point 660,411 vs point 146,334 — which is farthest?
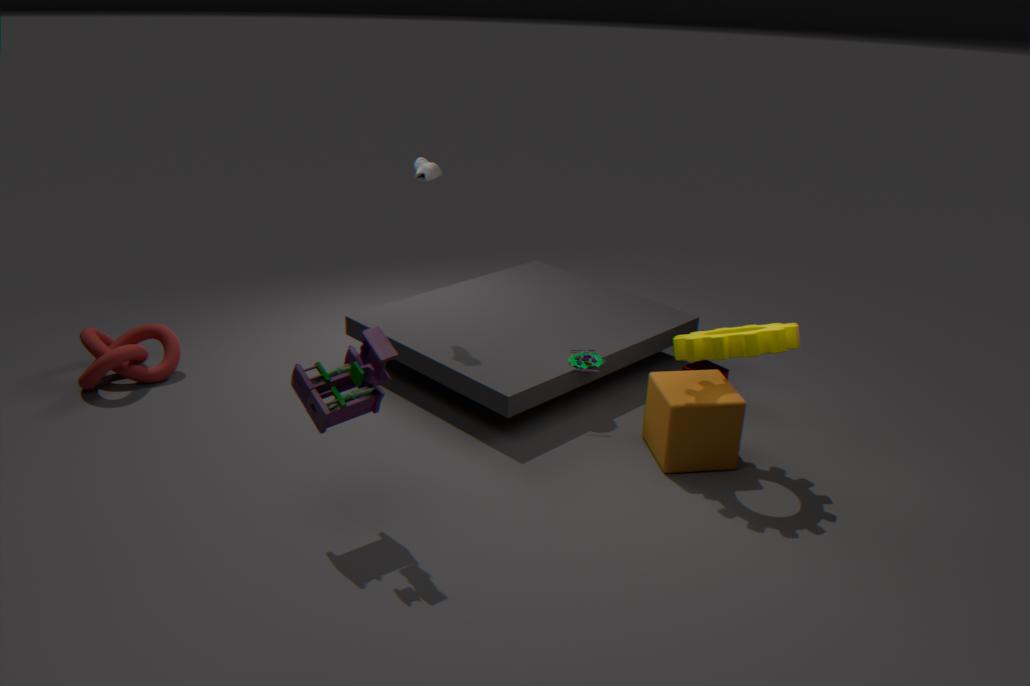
point 146,334
